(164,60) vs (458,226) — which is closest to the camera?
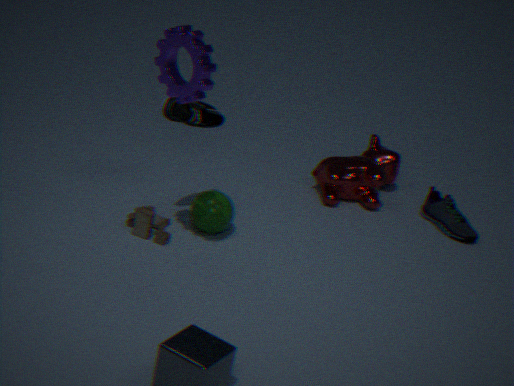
(164,60)
